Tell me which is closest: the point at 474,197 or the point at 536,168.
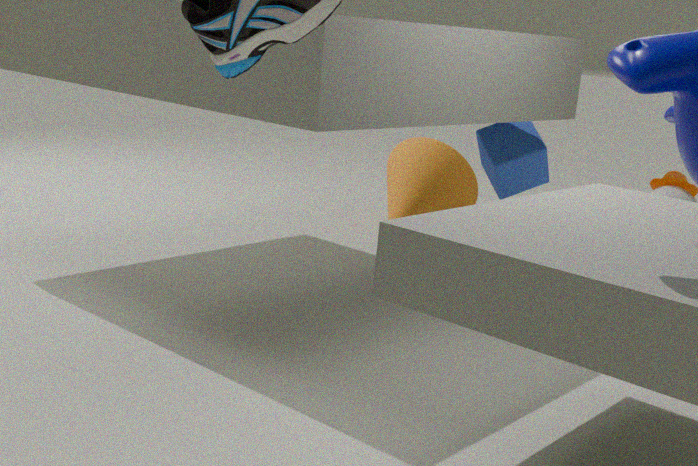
the point at 536,168
